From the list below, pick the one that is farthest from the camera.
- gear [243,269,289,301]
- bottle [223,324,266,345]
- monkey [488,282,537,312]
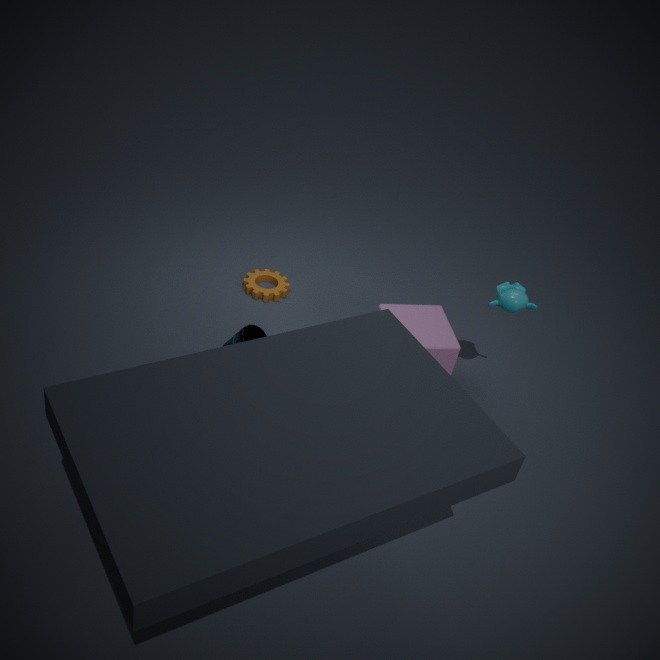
gear [243,269,289,301]
